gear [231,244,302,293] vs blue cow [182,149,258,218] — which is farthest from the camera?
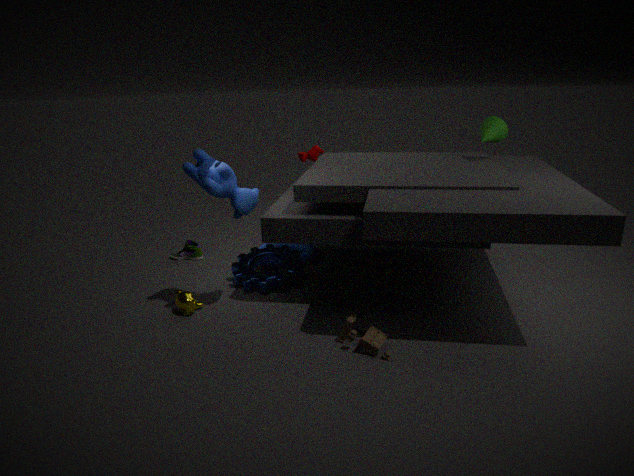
gear [231,244,302,293]
